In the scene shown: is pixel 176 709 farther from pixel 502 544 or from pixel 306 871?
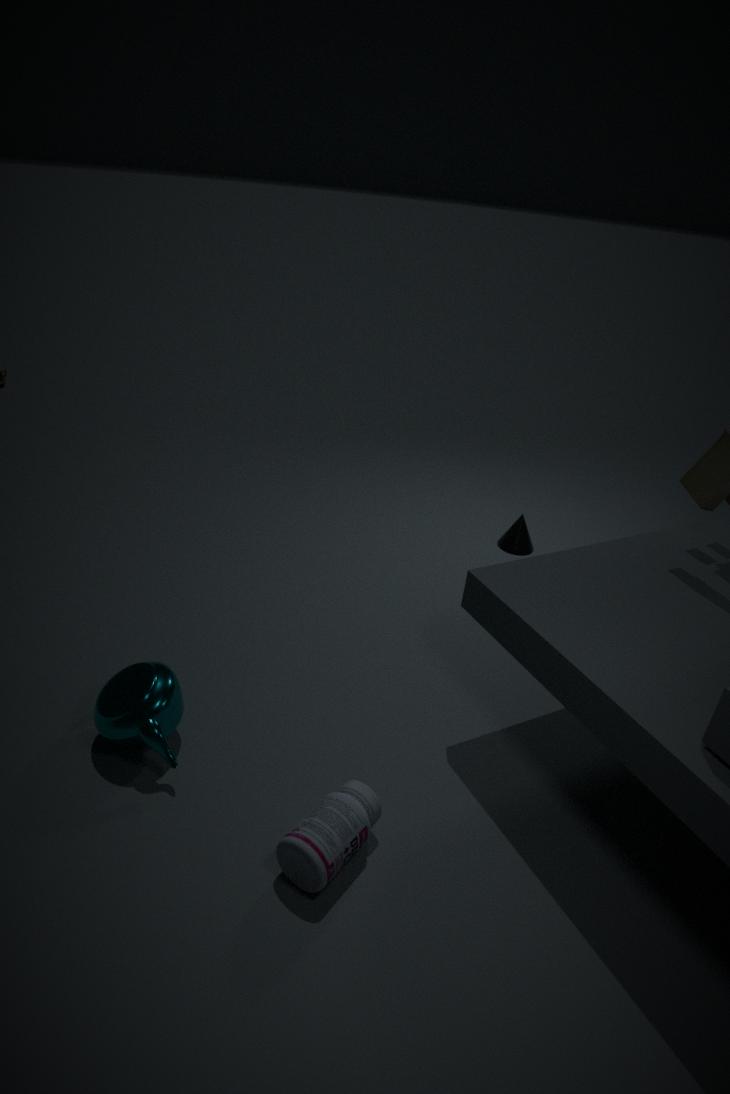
pixel 502 544
